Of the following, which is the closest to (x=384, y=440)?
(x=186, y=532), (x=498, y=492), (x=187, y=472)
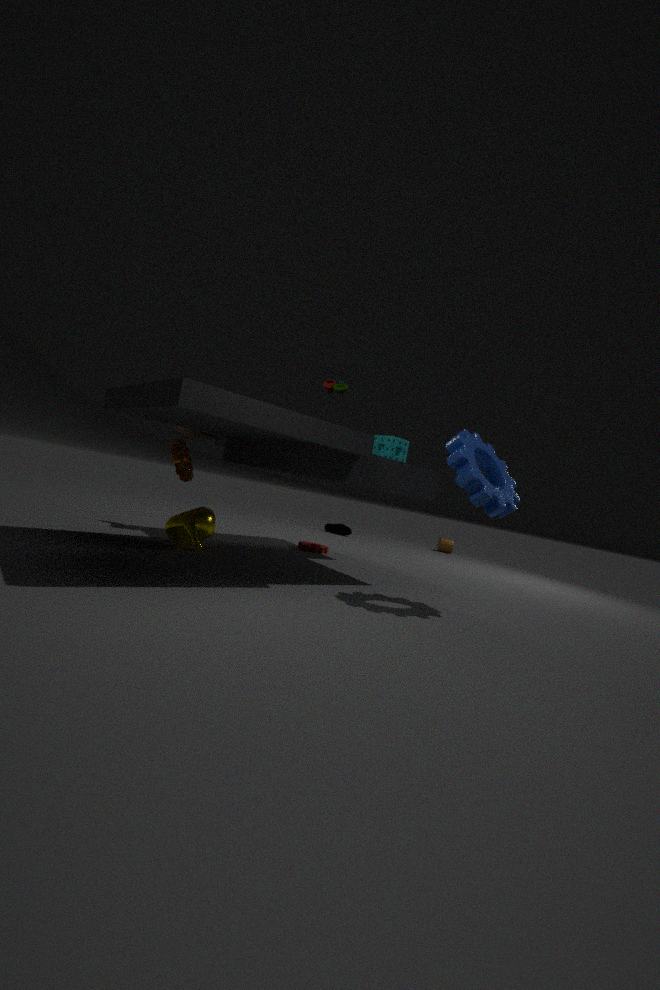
(x=498, y=492)
